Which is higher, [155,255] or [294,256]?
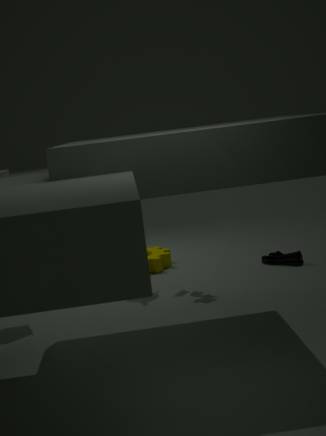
[155,255]
